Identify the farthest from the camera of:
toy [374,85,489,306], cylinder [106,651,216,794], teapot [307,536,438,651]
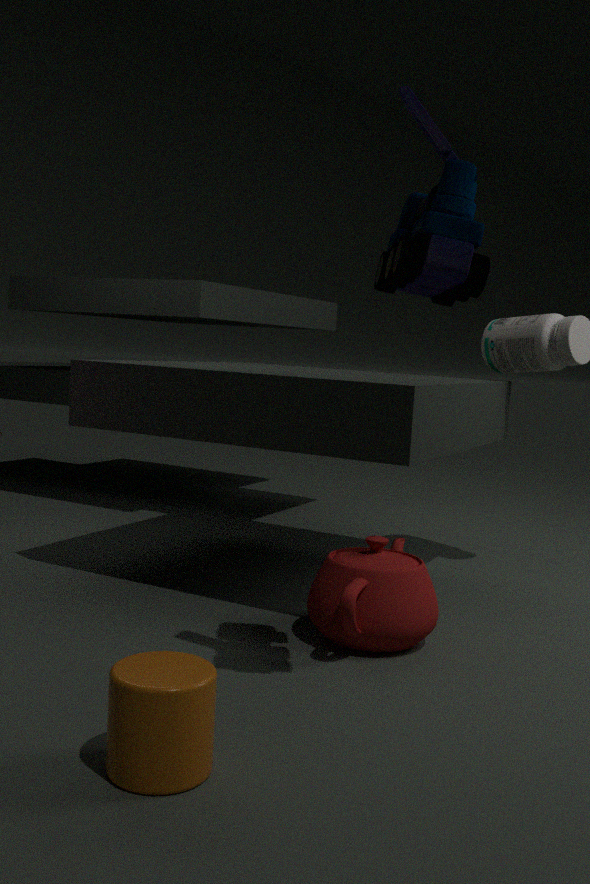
teapot [307,536,438,651]
